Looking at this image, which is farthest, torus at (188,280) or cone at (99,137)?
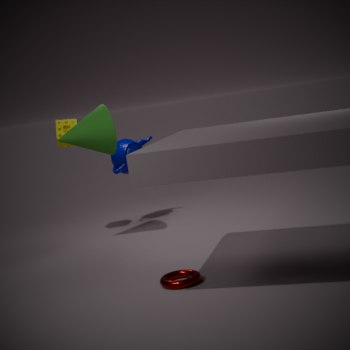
cone at (99,137)
